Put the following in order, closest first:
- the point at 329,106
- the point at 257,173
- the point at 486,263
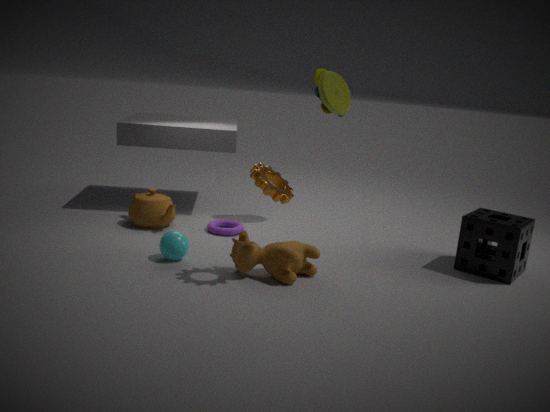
the point at 257,173 → the point at 486,263 → the point at 329,106
